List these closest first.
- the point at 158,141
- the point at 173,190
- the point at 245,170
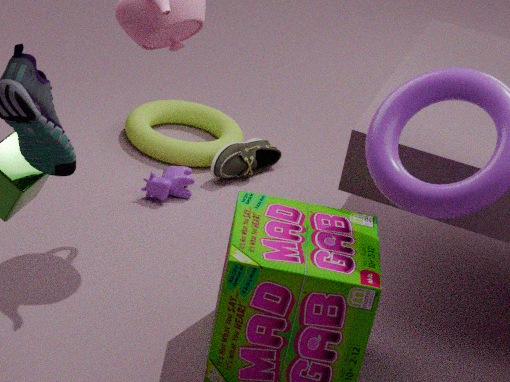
1. the point at 173,190
2. the point at 245,170
3. the point at 158,141
